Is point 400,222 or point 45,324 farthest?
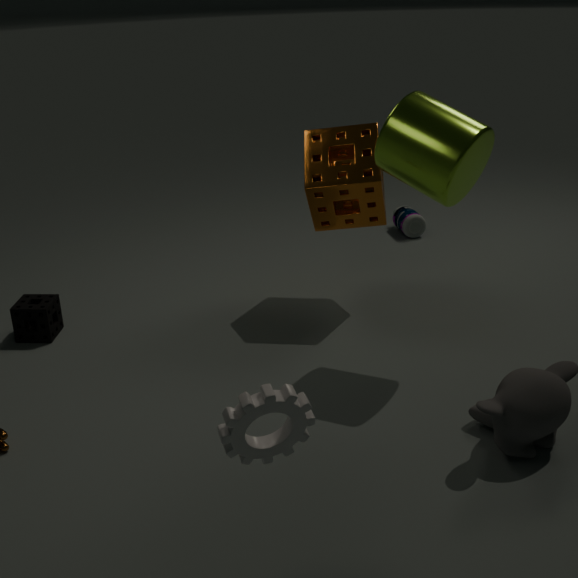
point 400,222
